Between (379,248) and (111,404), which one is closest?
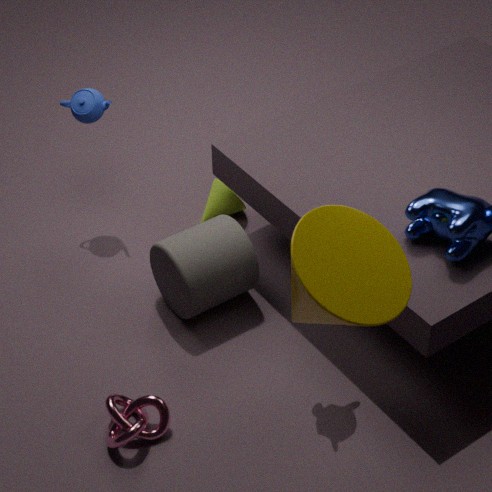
(379,248)
